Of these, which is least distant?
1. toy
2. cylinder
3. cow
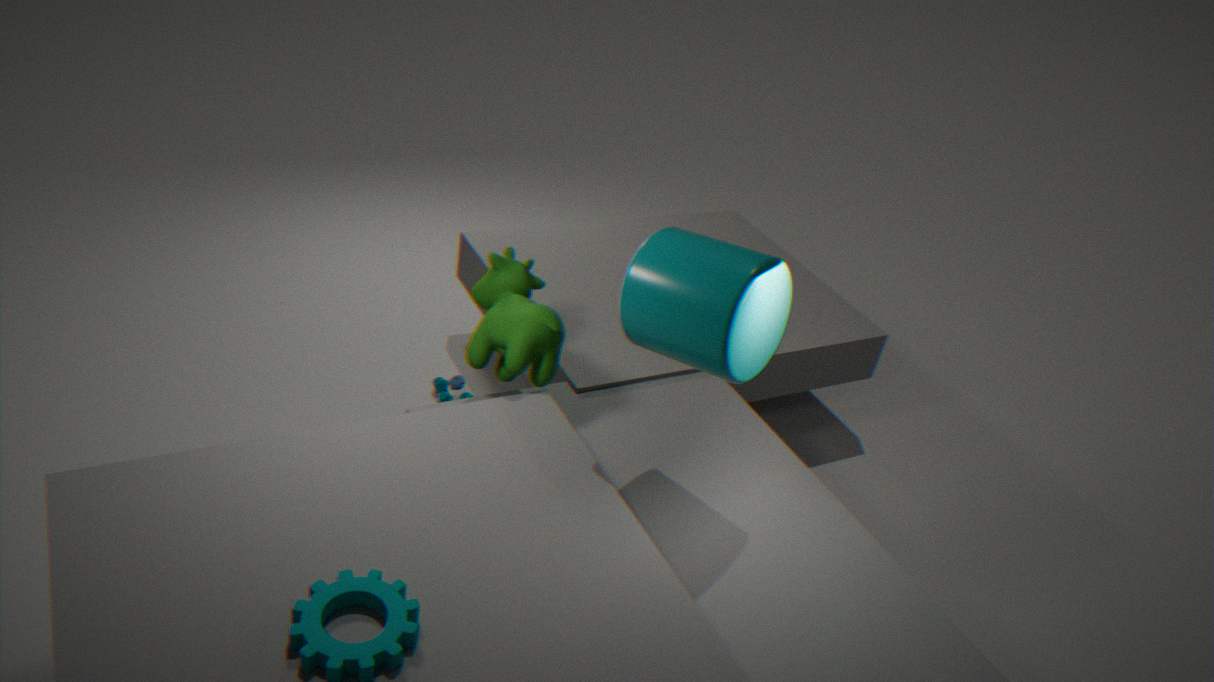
cylinder
